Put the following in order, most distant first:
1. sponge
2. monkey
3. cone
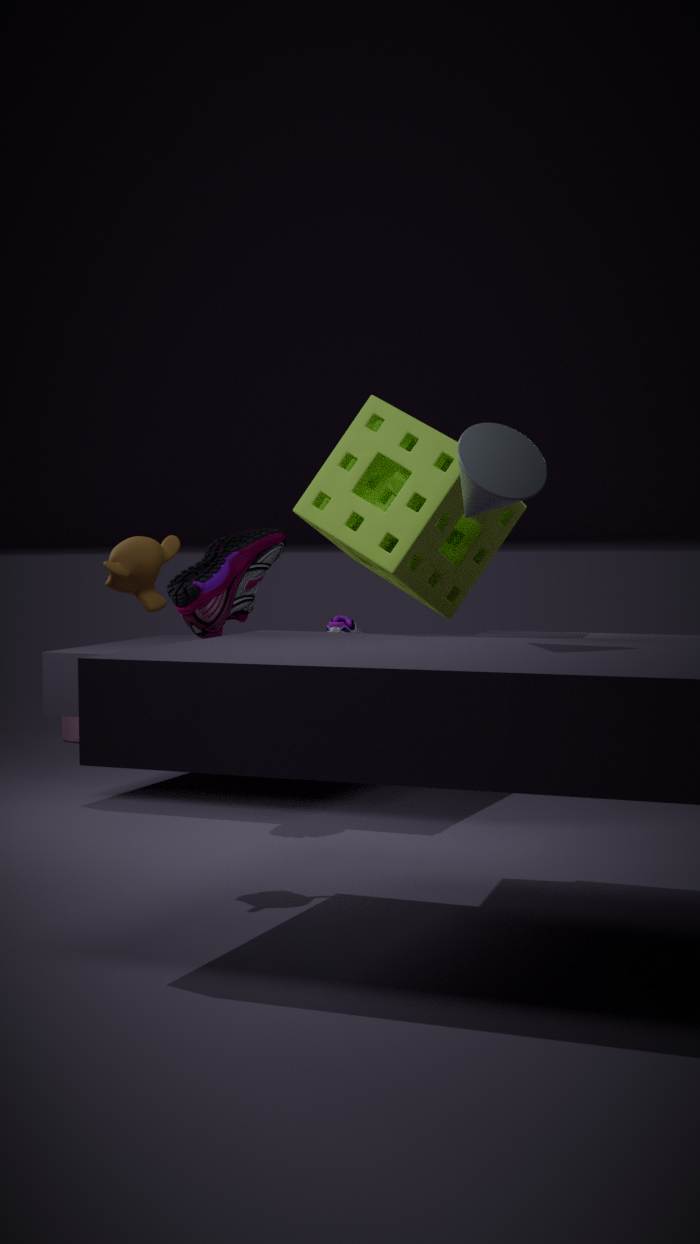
monkey
sponge
cone
